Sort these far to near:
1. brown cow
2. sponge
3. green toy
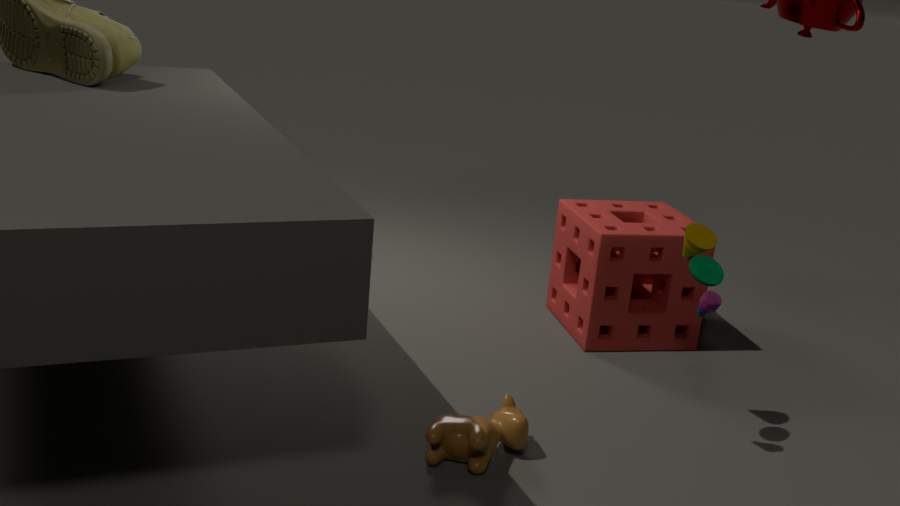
sponge < green toy < brown cow
